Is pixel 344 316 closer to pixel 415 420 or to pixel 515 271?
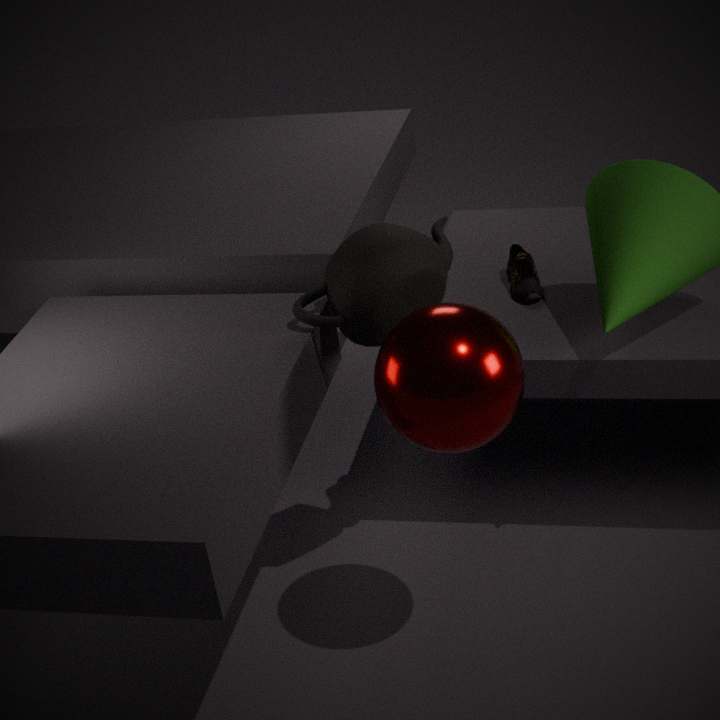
pixel 415 420
